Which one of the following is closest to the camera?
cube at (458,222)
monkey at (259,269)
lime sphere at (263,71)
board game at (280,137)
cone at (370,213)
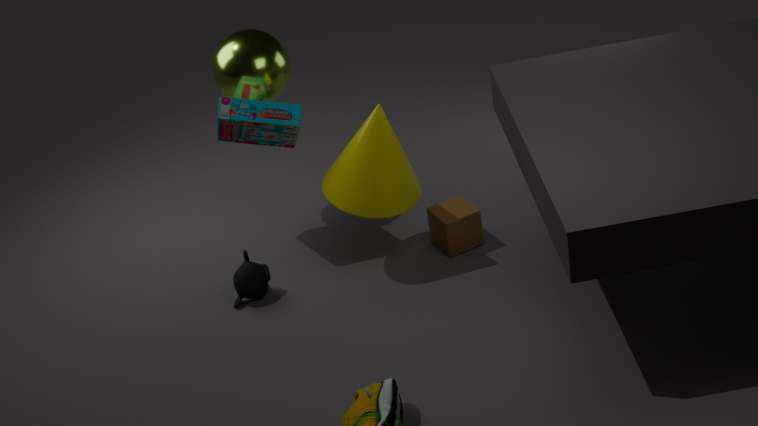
cone at (370,213)
